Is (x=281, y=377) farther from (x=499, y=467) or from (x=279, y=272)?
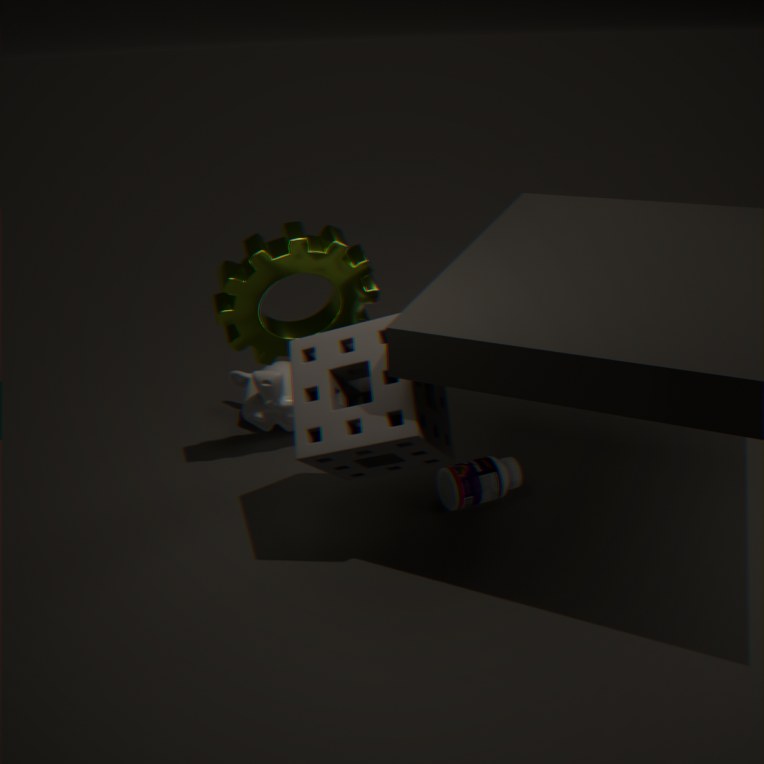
(x=499, y=467)
